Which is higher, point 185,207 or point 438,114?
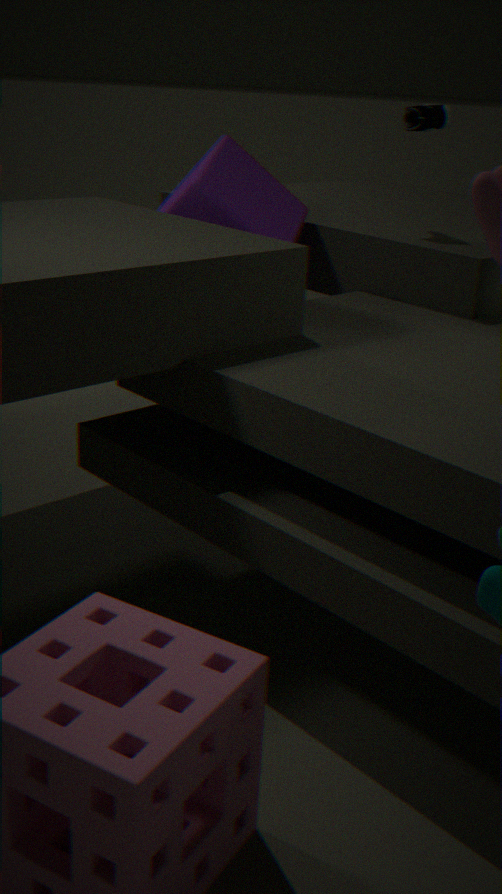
point 438,114
